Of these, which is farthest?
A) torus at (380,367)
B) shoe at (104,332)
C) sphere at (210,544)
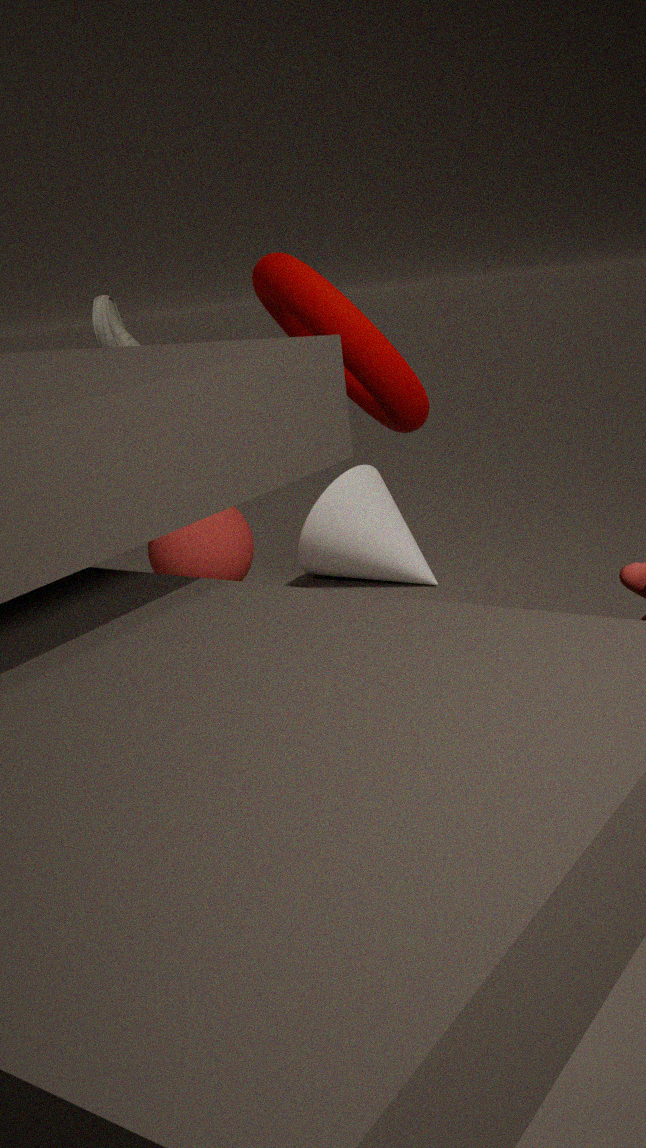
sphere at (210,544)
